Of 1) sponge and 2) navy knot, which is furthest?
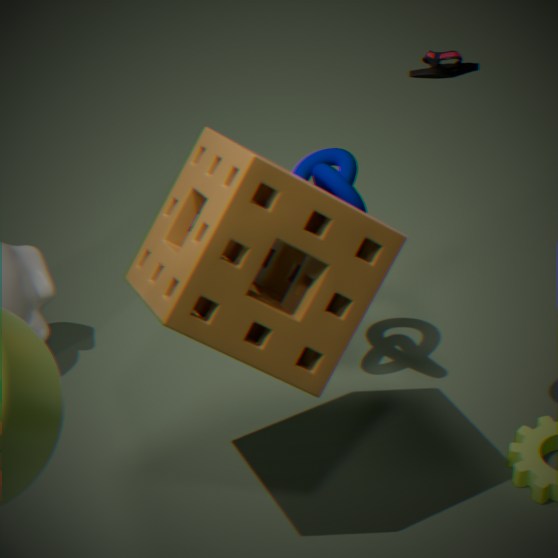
2. navy knot
